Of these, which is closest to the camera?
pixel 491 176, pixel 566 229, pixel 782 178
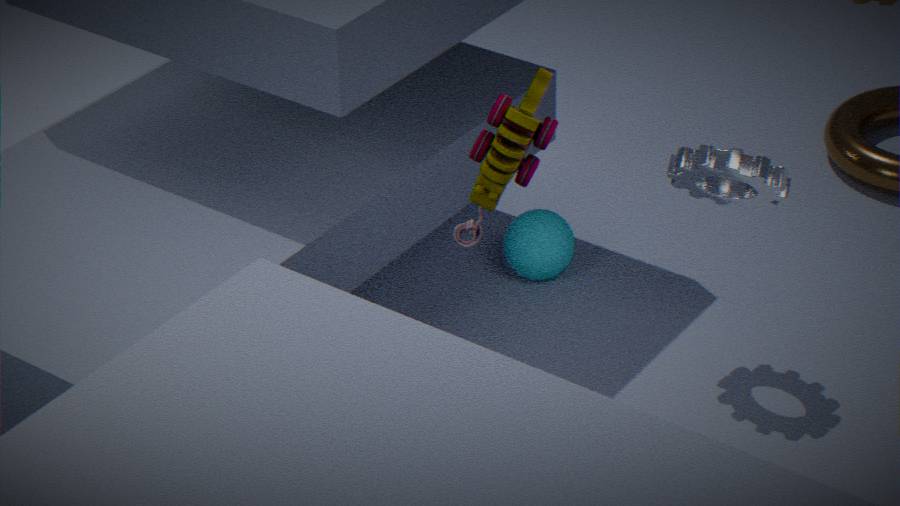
pixel 491 176
